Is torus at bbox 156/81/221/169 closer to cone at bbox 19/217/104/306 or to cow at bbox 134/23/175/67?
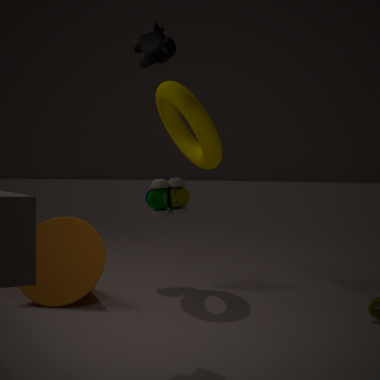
cow at bbox 134/23/175/67
